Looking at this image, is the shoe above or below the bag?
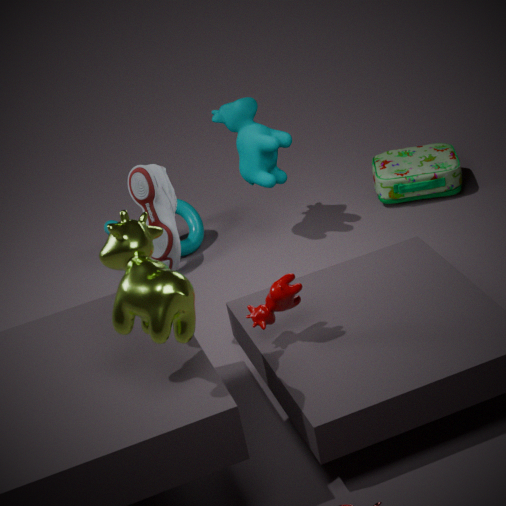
above
